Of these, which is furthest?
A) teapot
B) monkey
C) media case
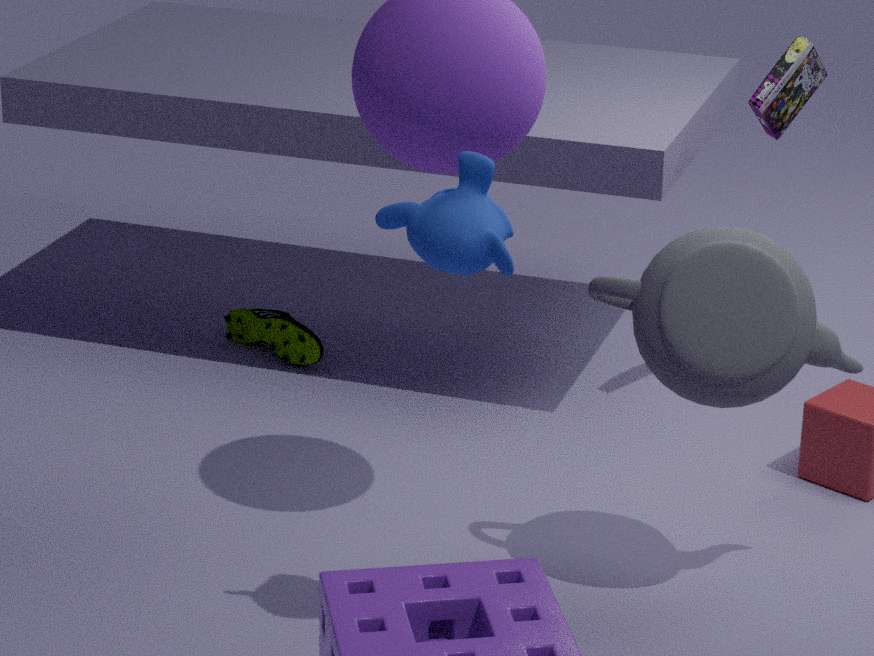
media case
